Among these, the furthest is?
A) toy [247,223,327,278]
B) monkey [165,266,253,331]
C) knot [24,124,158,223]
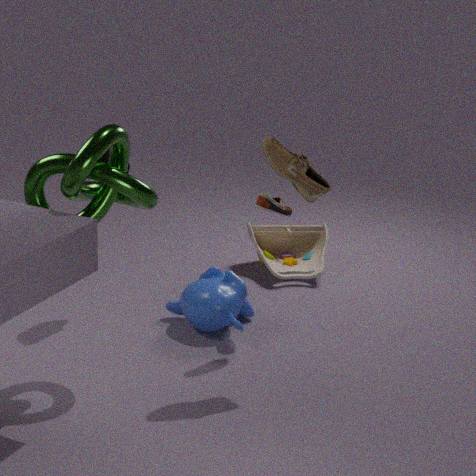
toy [247,223,327,278]
